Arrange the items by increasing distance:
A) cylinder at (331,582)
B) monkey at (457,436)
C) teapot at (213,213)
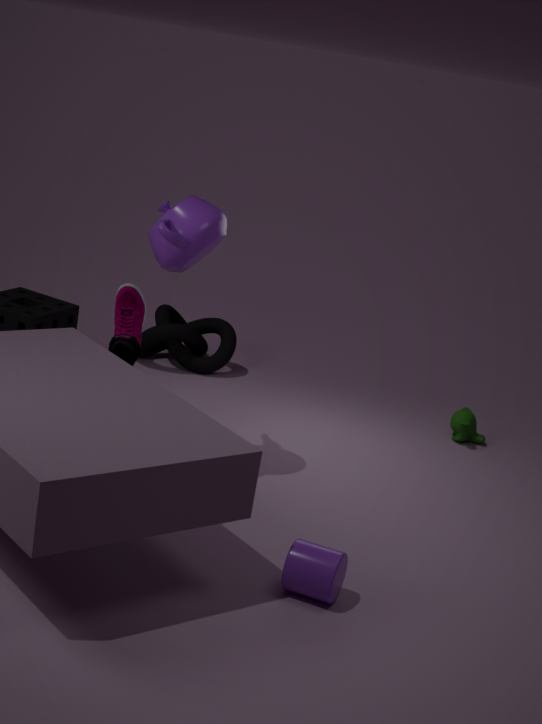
cylinder at (331,582) < teapot at (213,213) < monkey at (457,436)
